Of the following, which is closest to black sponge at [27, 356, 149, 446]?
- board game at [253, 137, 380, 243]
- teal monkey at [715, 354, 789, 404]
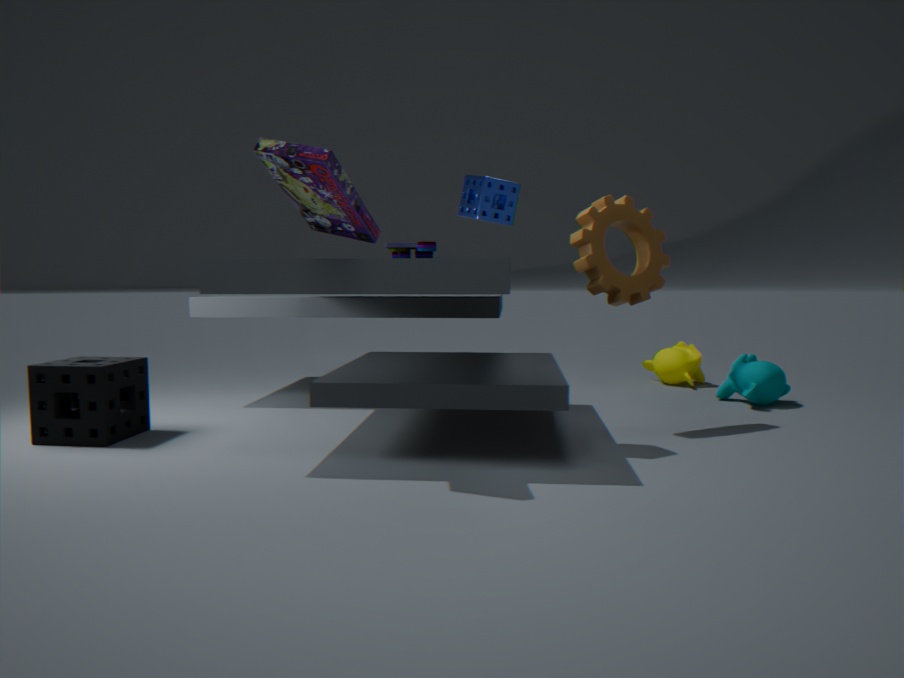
board game at [253, 137, 380, 243]
